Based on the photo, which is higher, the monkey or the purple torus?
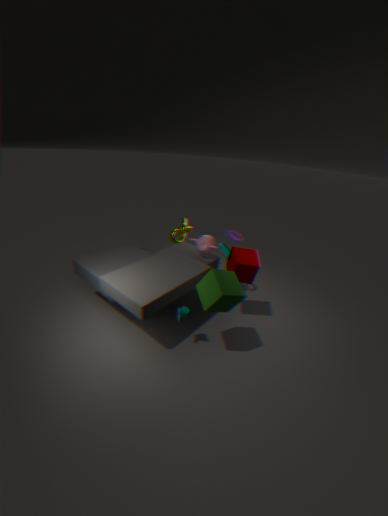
the purple torus
